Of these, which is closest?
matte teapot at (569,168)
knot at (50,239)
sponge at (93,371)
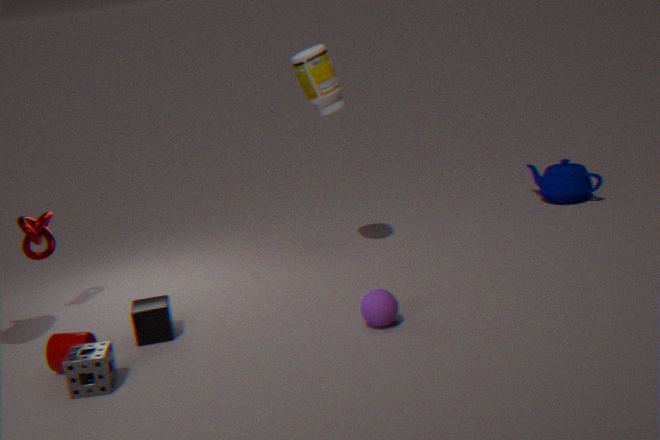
sponge at (93,371)
